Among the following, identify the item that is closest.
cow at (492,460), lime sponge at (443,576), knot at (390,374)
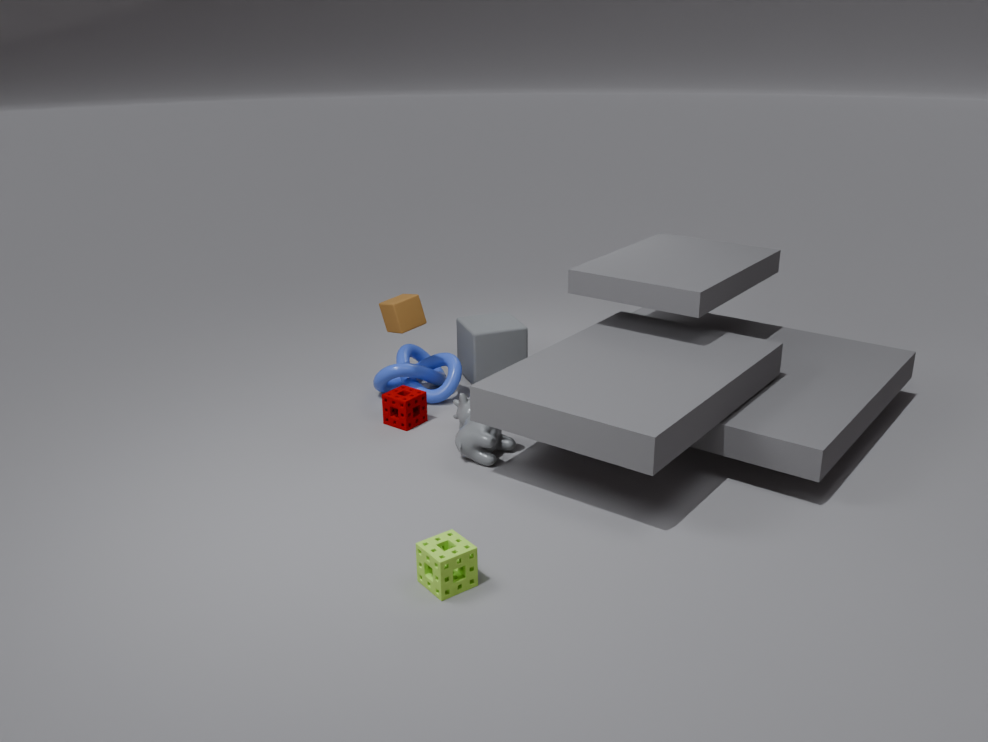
lime sponge at (443,576)
